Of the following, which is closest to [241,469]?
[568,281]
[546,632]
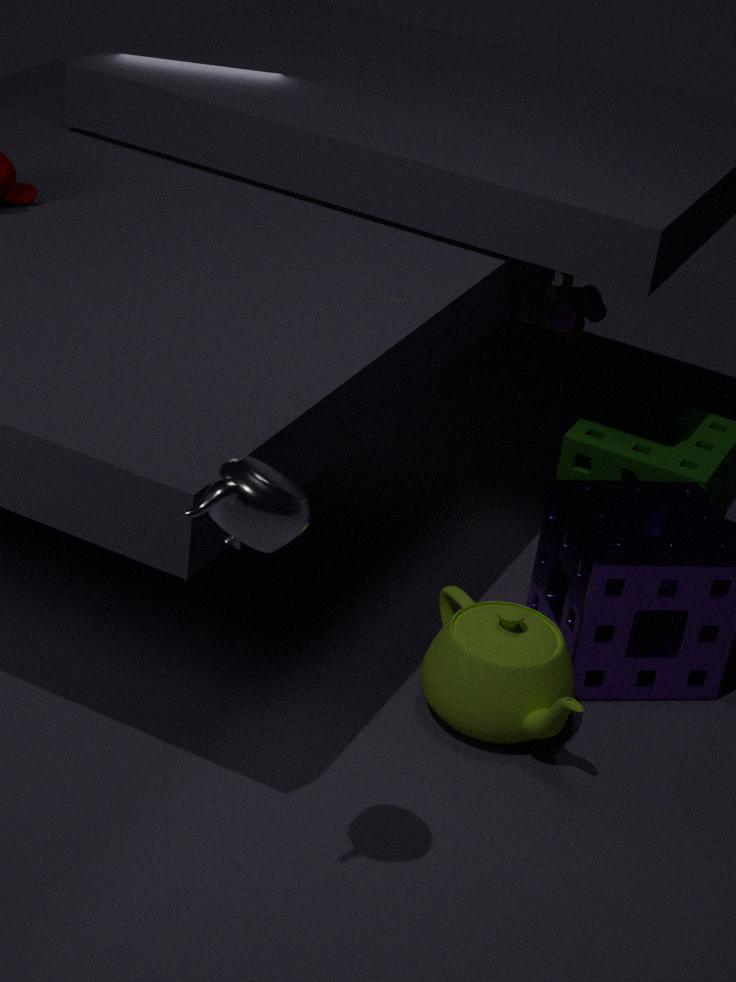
[546,632]
